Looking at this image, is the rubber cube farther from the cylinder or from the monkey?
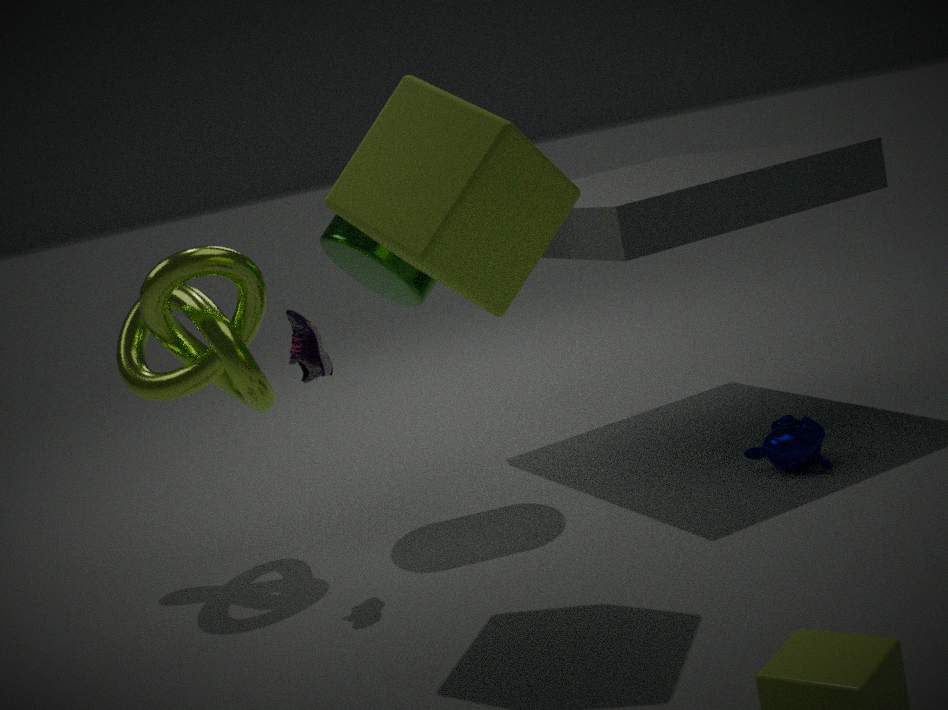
the monkey
